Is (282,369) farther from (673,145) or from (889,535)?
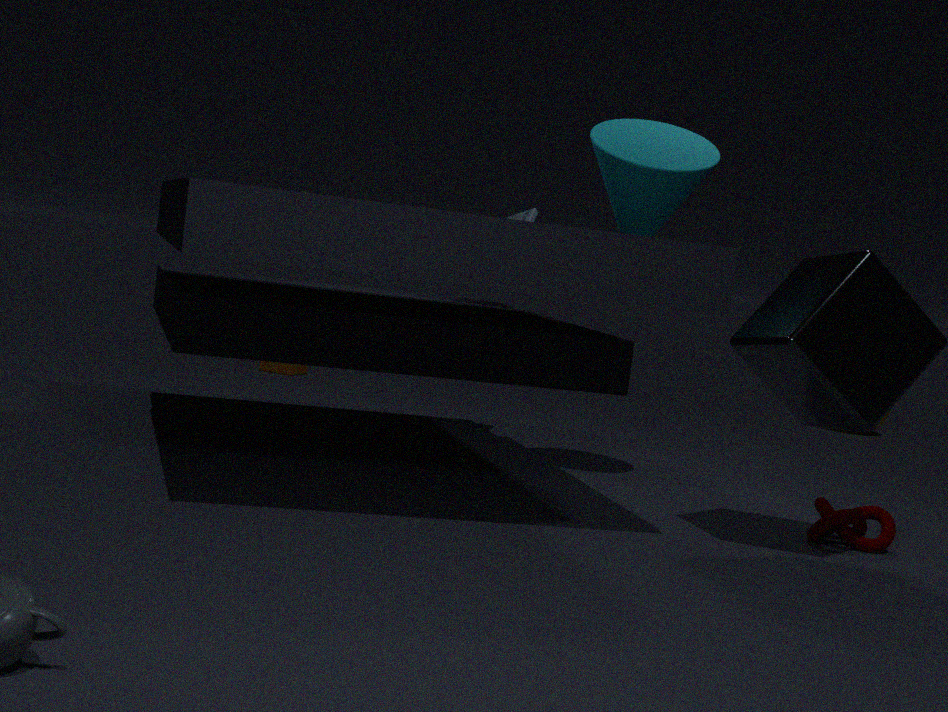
(889,535)
